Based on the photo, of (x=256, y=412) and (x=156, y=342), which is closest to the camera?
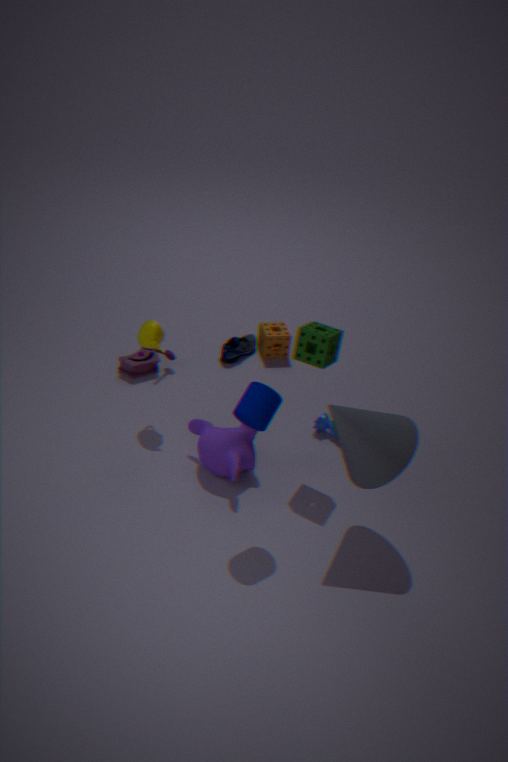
(x=256, y=412)
